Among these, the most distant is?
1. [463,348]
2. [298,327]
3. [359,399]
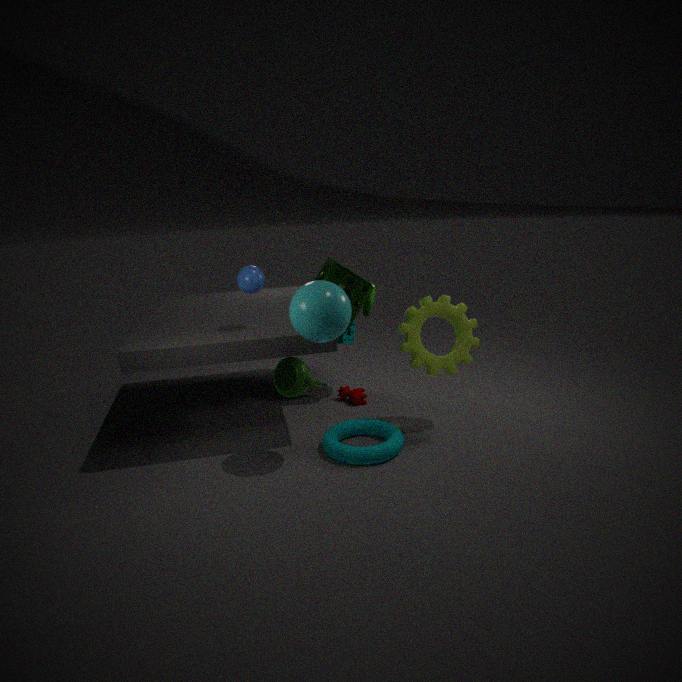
[359,399]
